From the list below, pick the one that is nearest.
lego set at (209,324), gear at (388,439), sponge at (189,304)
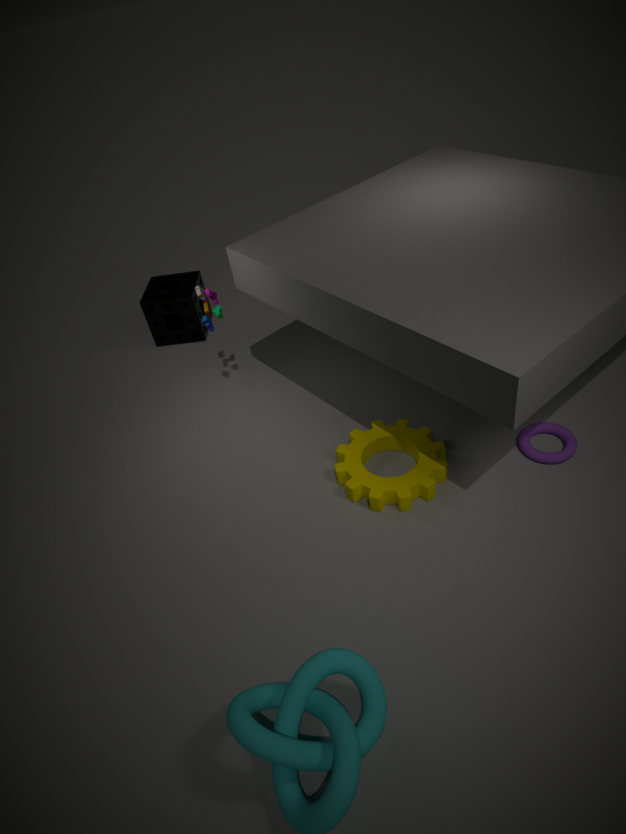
gear at (388,439)
